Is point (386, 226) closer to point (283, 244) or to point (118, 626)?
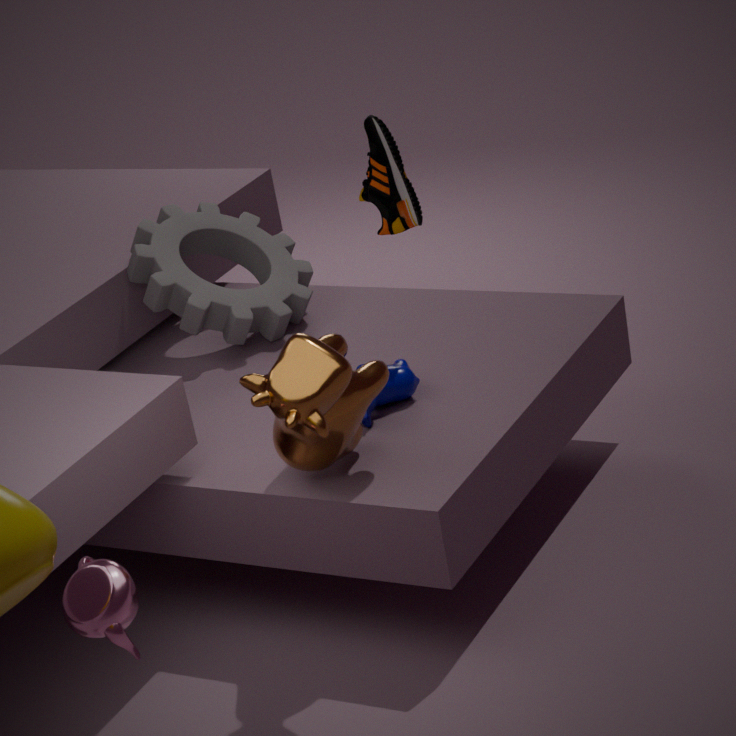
point (283, 244)
